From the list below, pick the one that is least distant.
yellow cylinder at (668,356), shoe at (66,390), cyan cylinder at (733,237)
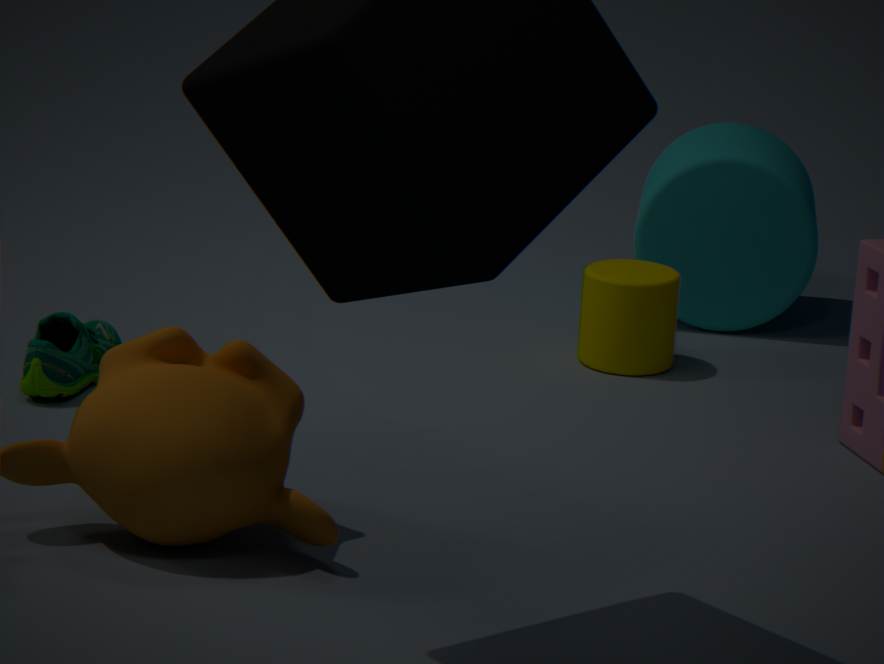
shoe at (66,390)
